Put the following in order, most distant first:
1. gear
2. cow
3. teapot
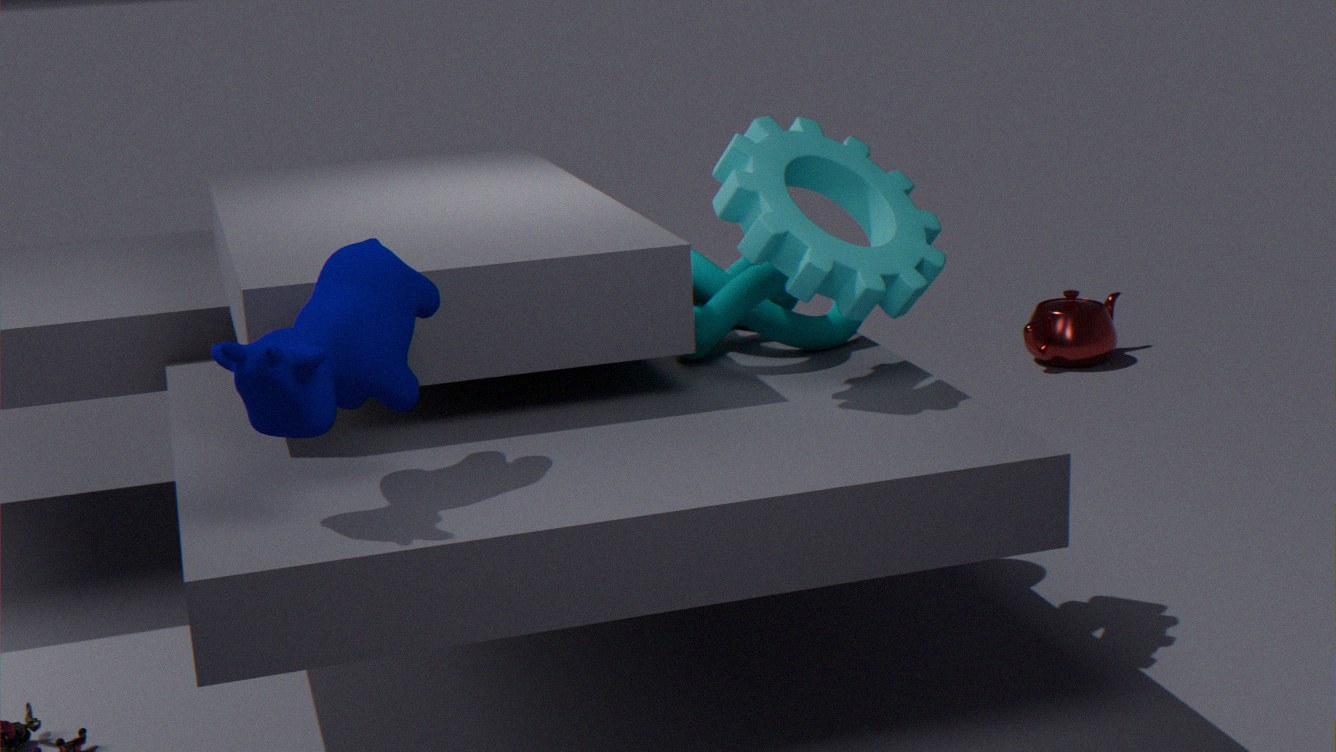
teapot
gear
cow
